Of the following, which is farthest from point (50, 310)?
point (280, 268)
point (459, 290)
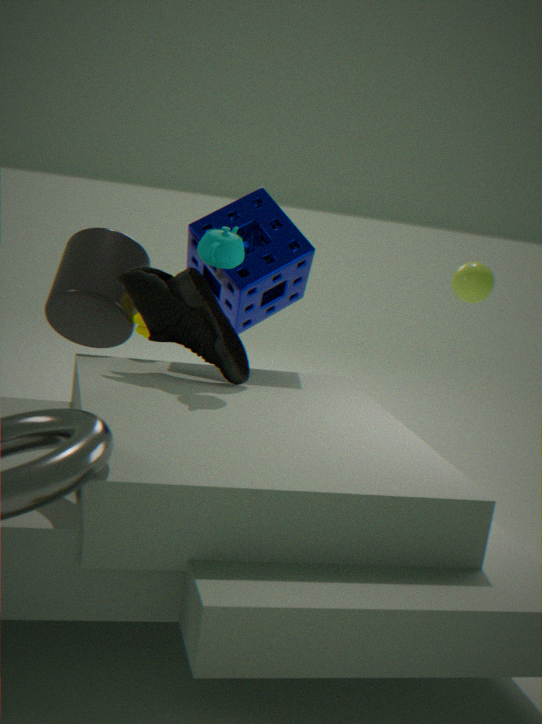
point (459, 290)
